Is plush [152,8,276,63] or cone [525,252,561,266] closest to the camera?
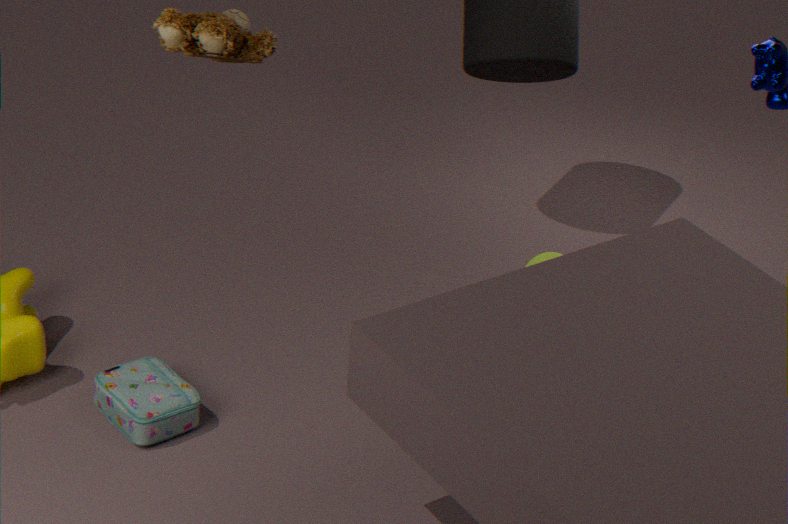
plush [152,8,276,63]
